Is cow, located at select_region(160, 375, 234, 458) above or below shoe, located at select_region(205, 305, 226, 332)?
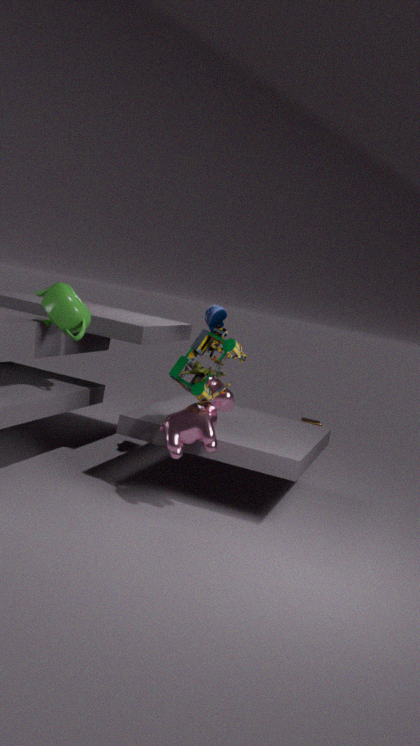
below
